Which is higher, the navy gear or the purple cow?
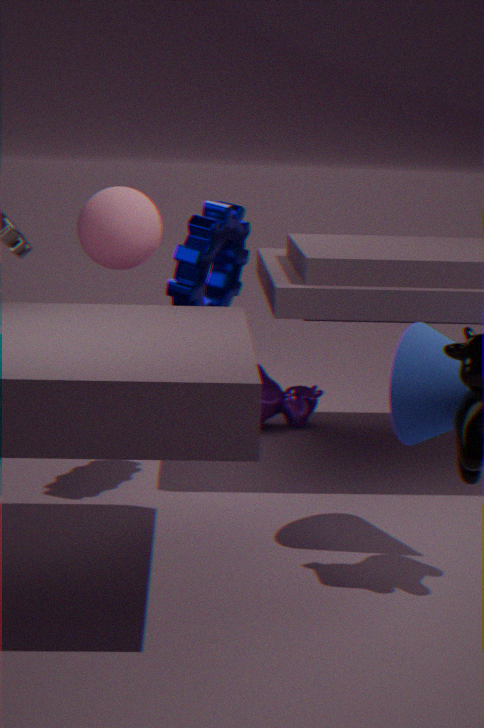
the navy gear
